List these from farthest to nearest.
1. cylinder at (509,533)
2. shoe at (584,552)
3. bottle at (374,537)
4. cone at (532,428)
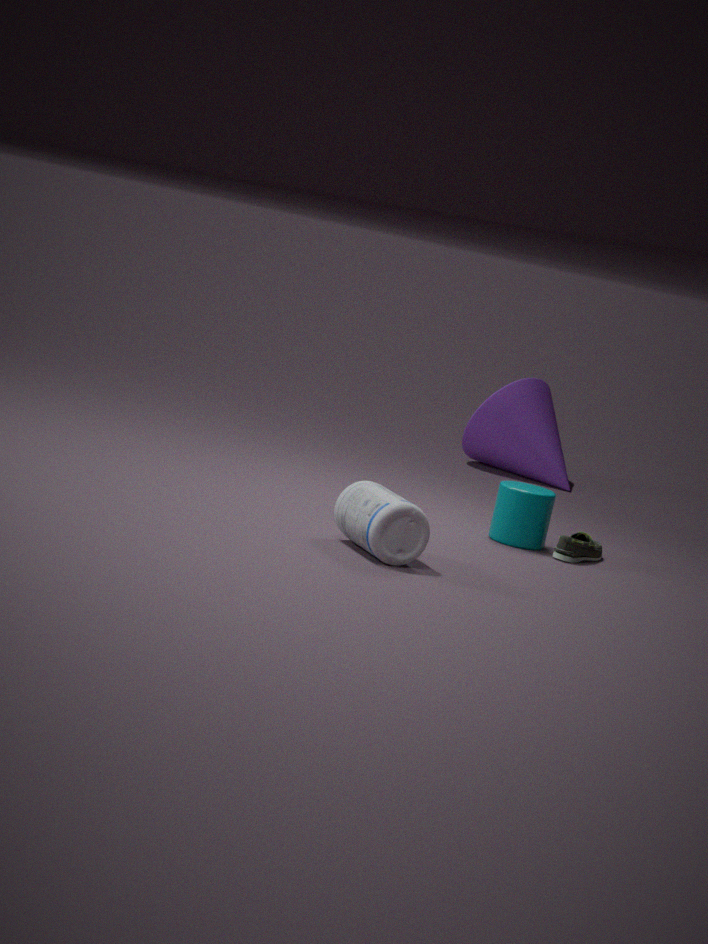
1. cone at (532,428)
2. cylinder at (509,533)
3. shoe at (584,552)
4. bottle at (374,537)
